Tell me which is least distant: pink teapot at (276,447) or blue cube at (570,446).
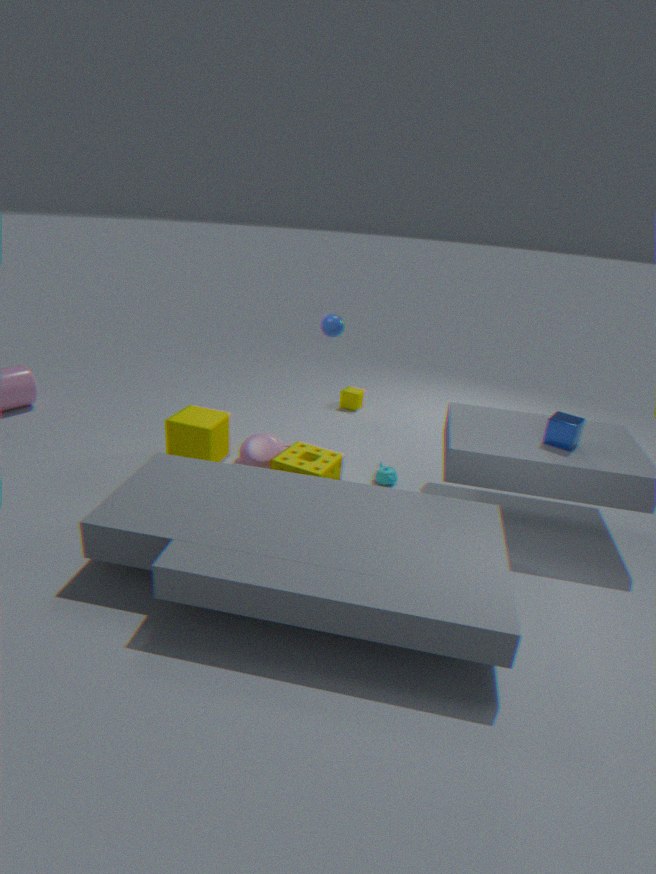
blue cube at (570,446)
